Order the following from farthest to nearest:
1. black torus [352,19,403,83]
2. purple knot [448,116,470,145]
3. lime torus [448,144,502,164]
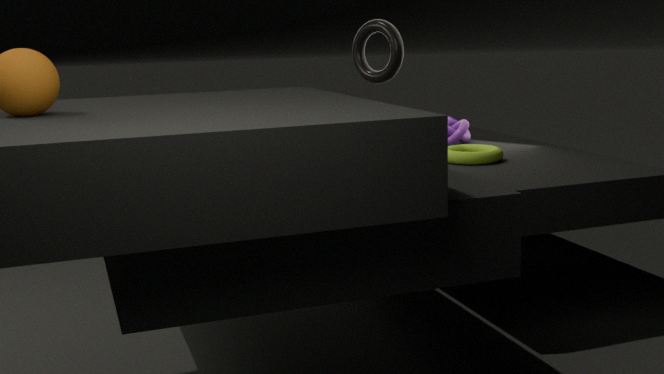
purple knot [448,116,470,145], black torus [352,19,403,83], lime torus [448,144,502,164]
